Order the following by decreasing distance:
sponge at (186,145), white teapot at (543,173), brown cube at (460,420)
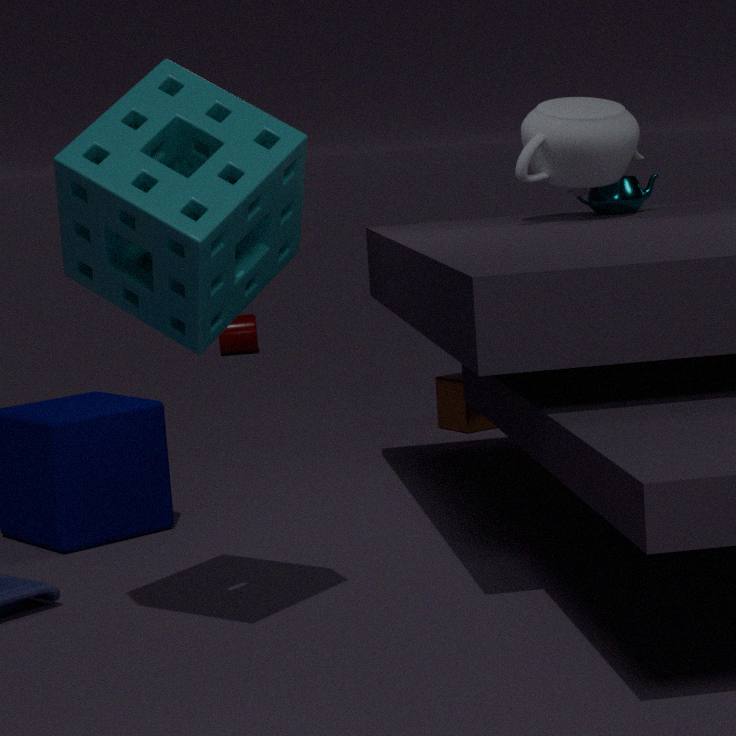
brown cube at (460,420) < white teapot at (543,173) < sponge at (186,145)
